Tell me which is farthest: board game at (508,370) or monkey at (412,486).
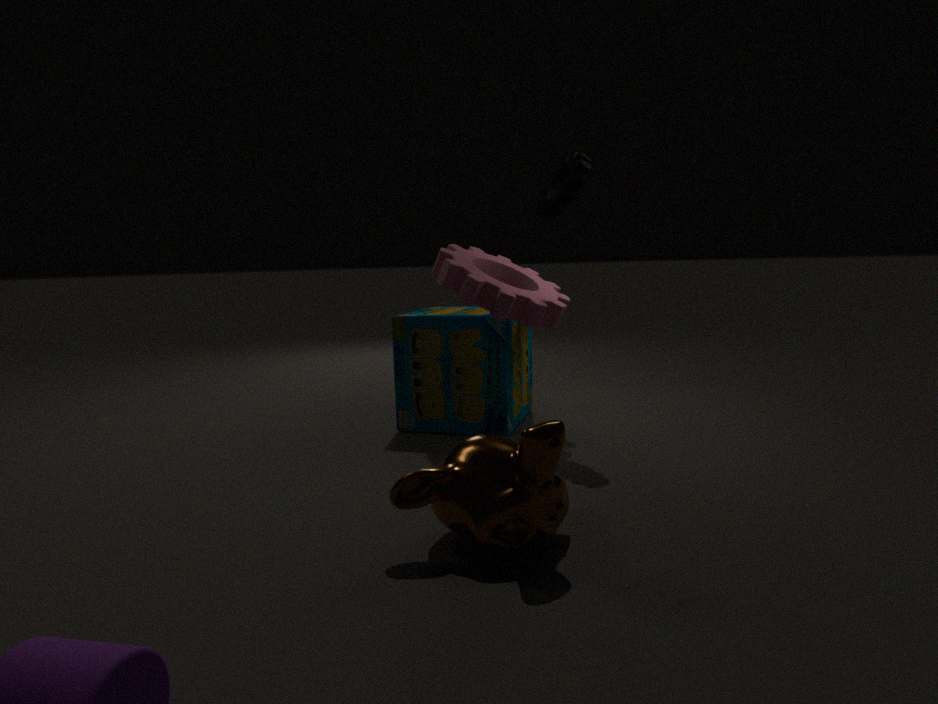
board game at (508,370)
